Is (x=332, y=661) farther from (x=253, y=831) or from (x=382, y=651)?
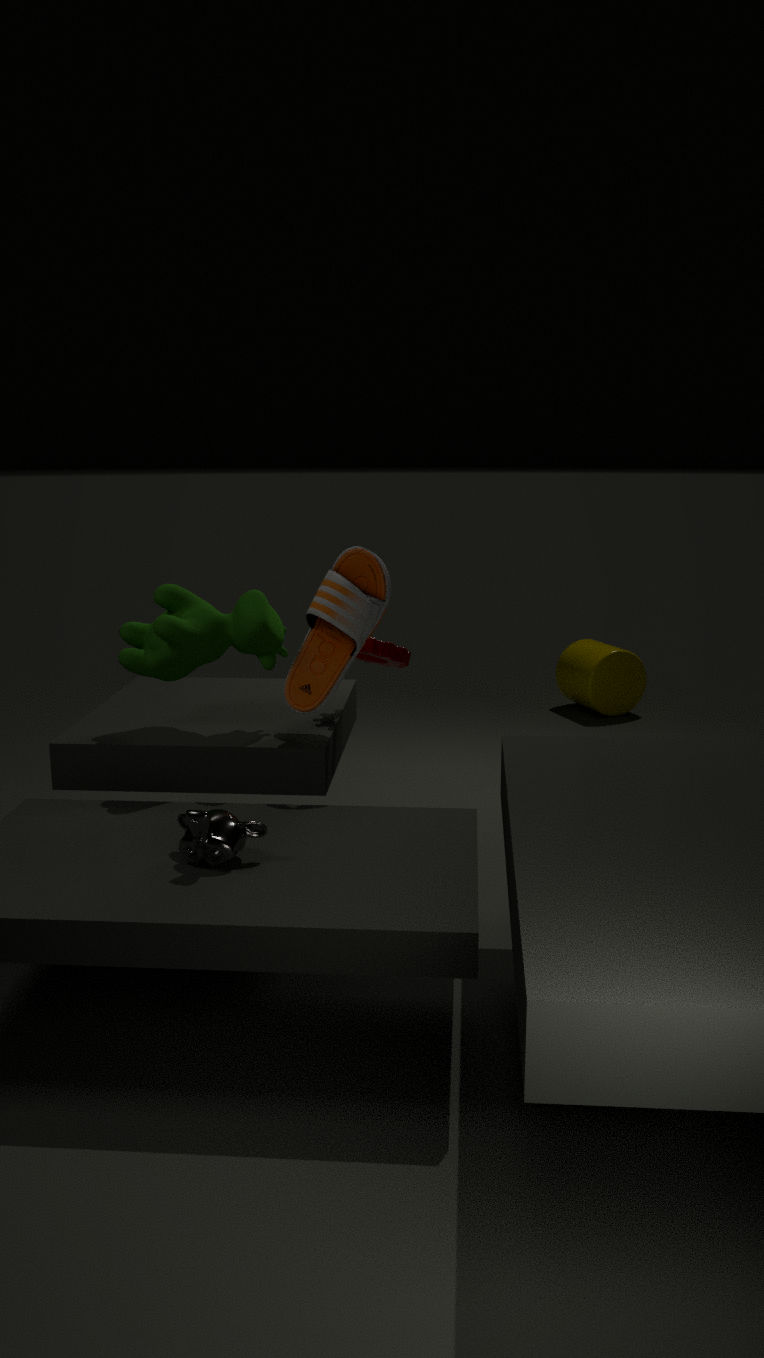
(x=253, y=831)
